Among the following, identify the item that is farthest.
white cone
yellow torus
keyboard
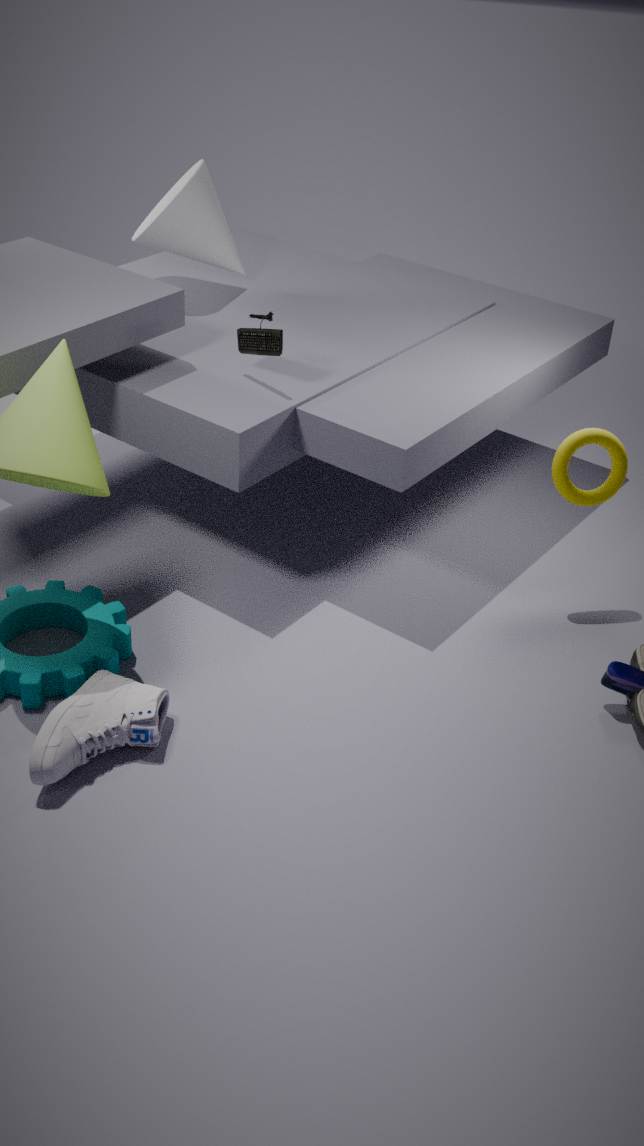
white cone
